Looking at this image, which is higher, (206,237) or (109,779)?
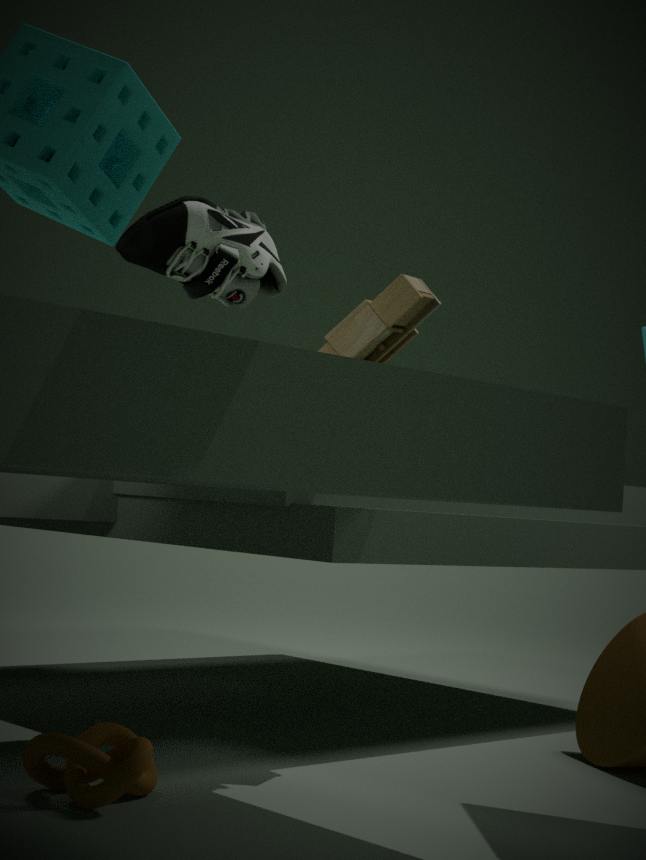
(206,237)
